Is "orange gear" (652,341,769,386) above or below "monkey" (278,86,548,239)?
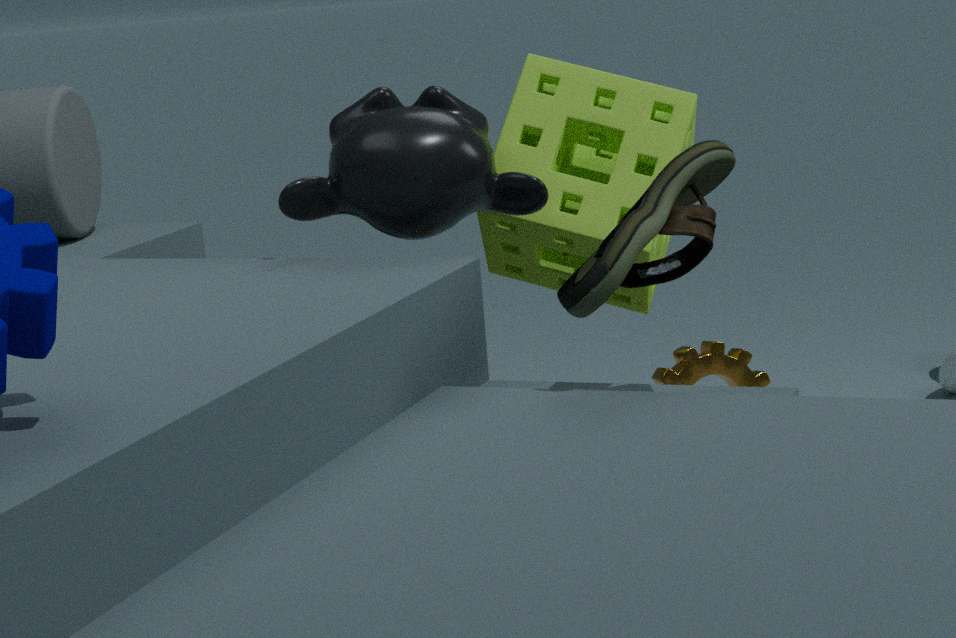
below
